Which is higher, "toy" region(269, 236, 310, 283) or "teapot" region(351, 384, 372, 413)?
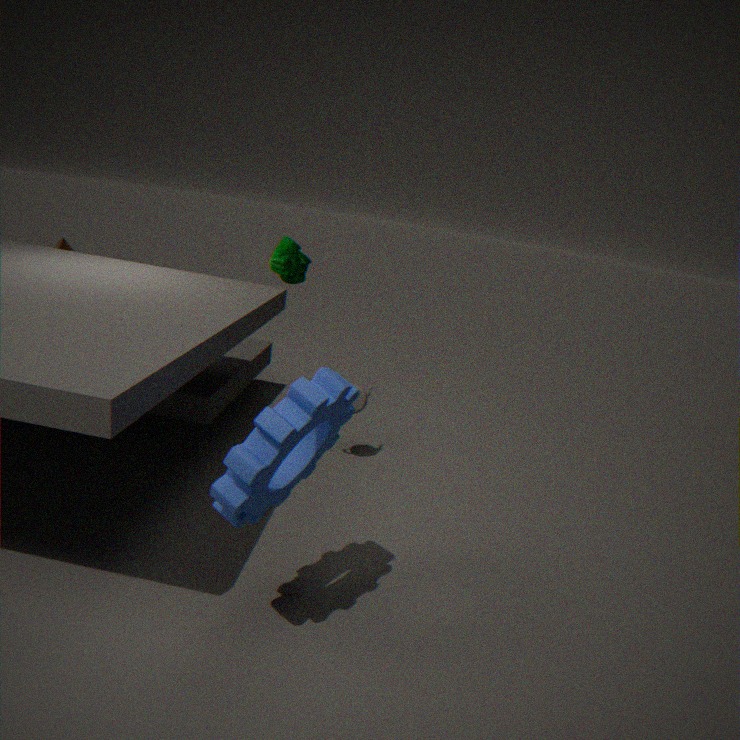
"toy" region(269, 236, 310, 283)
